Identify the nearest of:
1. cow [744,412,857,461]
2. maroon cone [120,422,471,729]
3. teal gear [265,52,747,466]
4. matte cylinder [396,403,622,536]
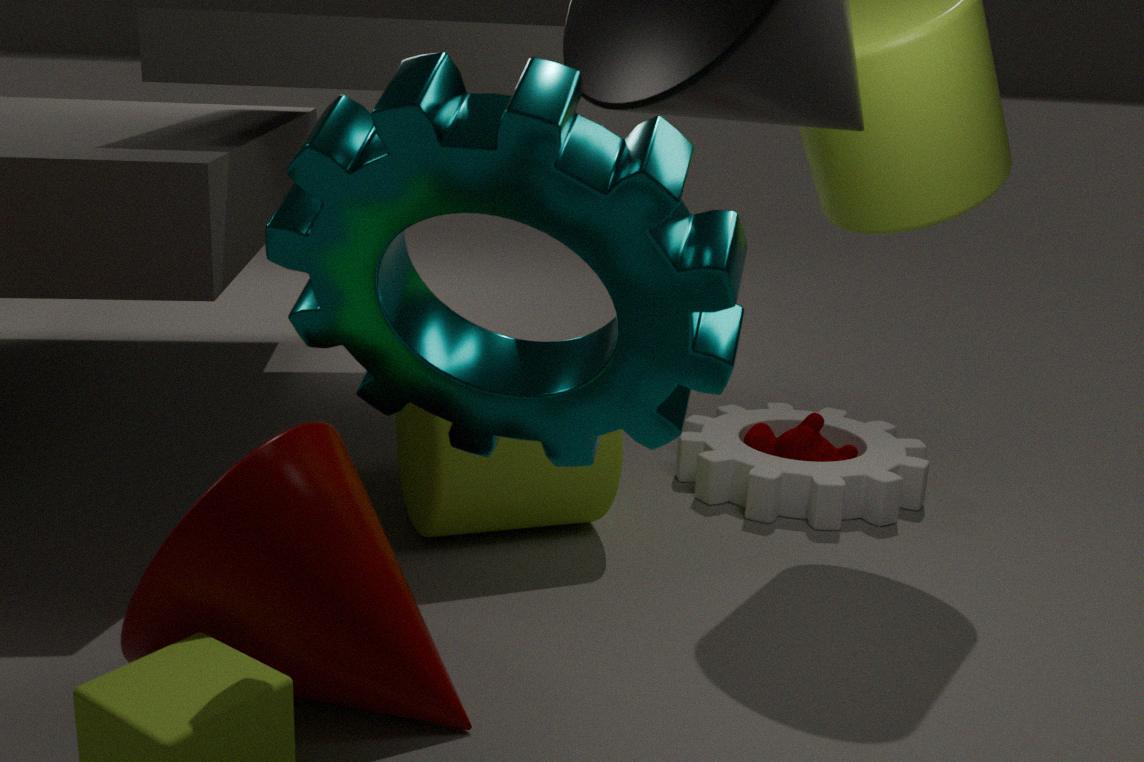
teal gear [265,52,747,466]
